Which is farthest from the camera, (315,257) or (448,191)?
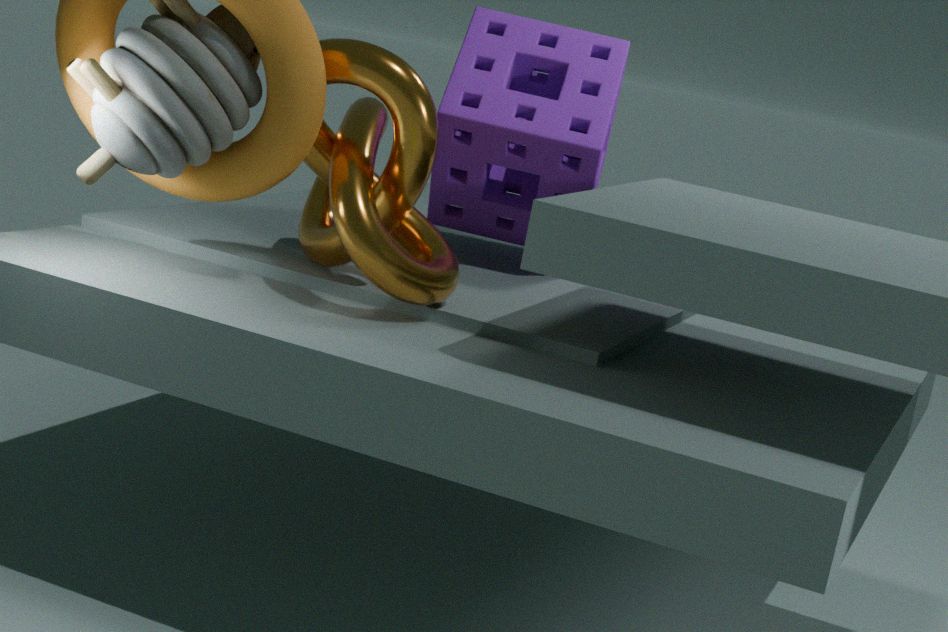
(448,191)
